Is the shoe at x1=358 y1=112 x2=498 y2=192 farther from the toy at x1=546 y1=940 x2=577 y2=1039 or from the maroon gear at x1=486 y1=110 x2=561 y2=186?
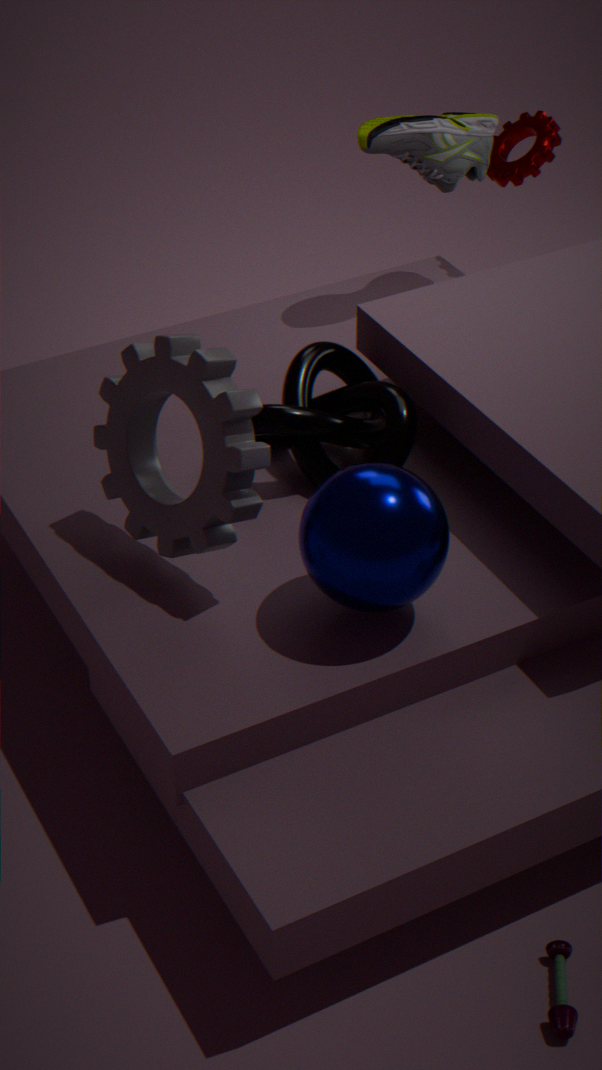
the toy at x1=546 y1=940 x2=577 y2=1039
